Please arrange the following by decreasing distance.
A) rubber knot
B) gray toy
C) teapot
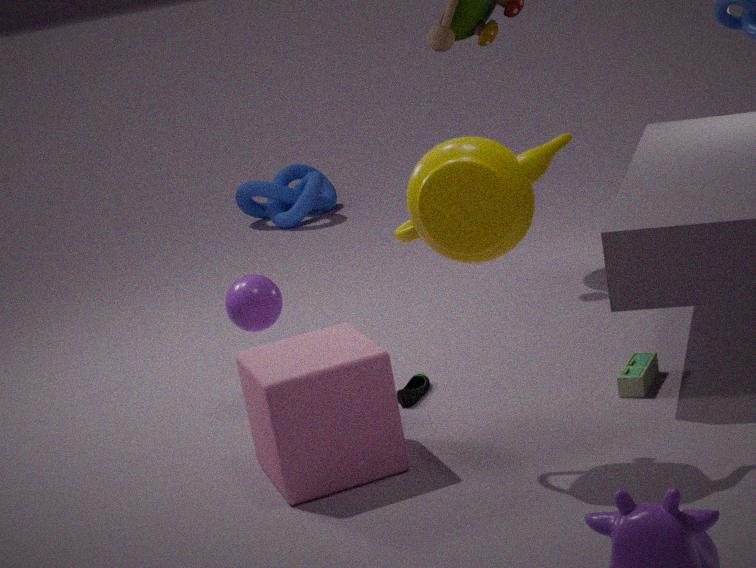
1. rubber knot
2. gray toy
3. teapot
